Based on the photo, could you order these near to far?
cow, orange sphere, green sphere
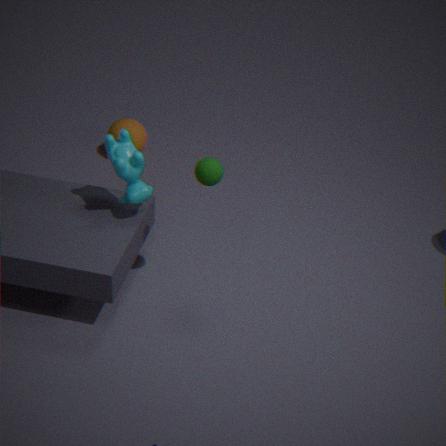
green sphere → cow → orange sphere
